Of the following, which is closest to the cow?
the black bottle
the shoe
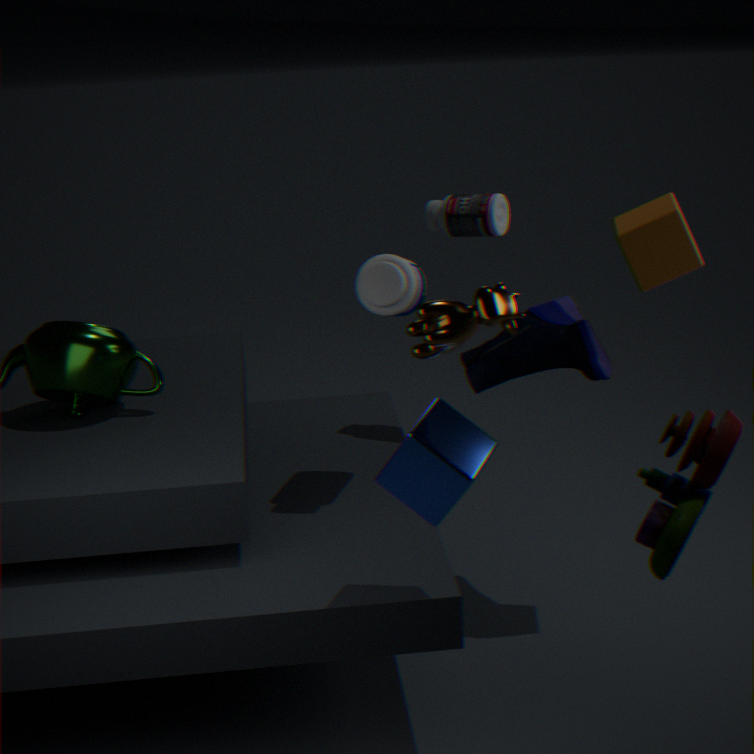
the shoe
